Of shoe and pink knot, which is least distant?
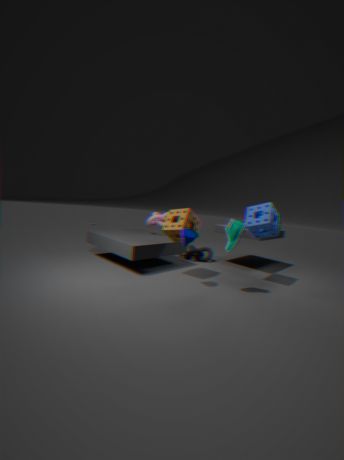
shoe
